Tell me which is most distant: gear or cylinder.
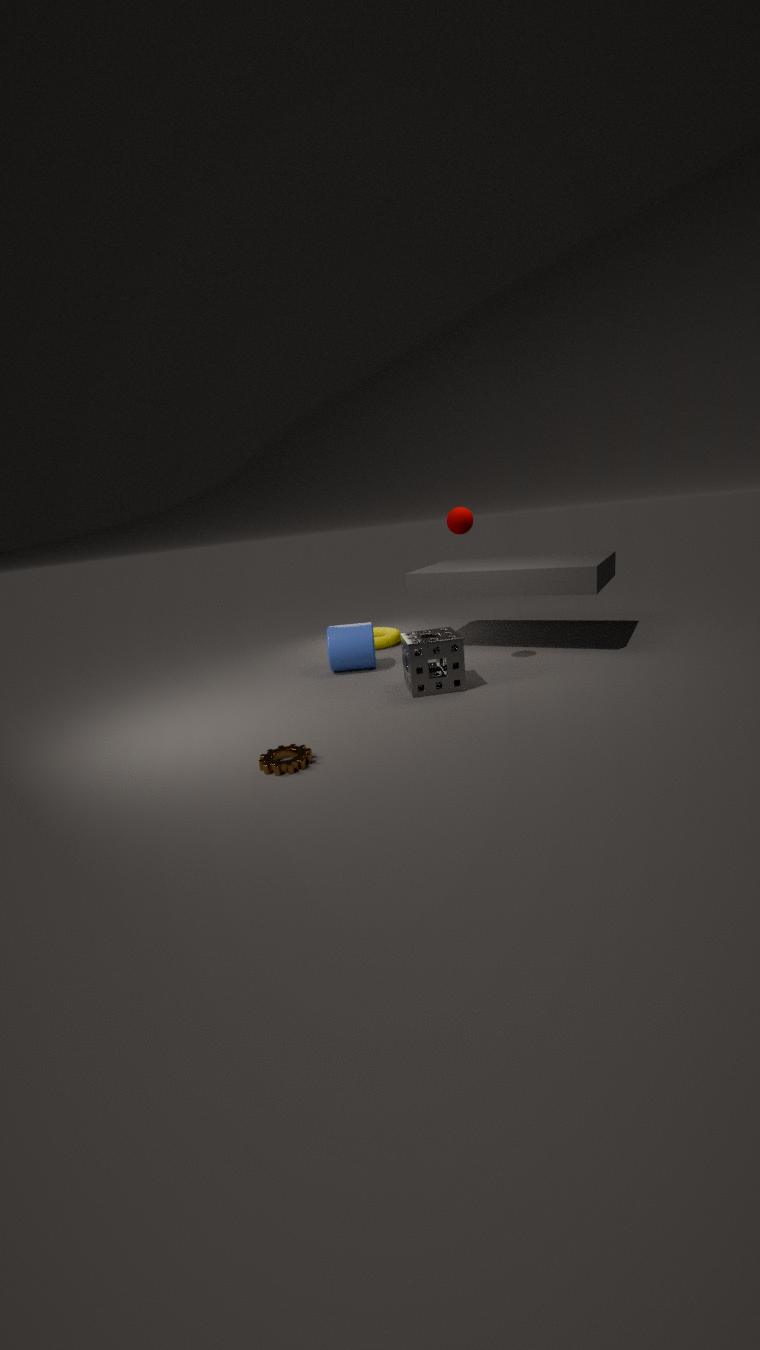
cylinder
